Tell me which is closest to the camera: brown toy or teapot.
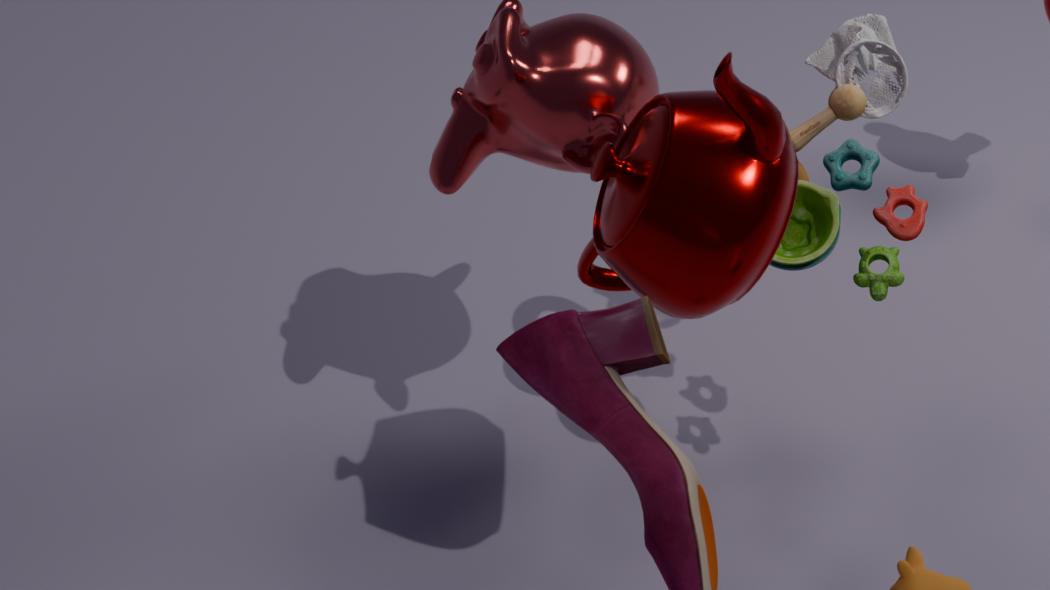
teapot
